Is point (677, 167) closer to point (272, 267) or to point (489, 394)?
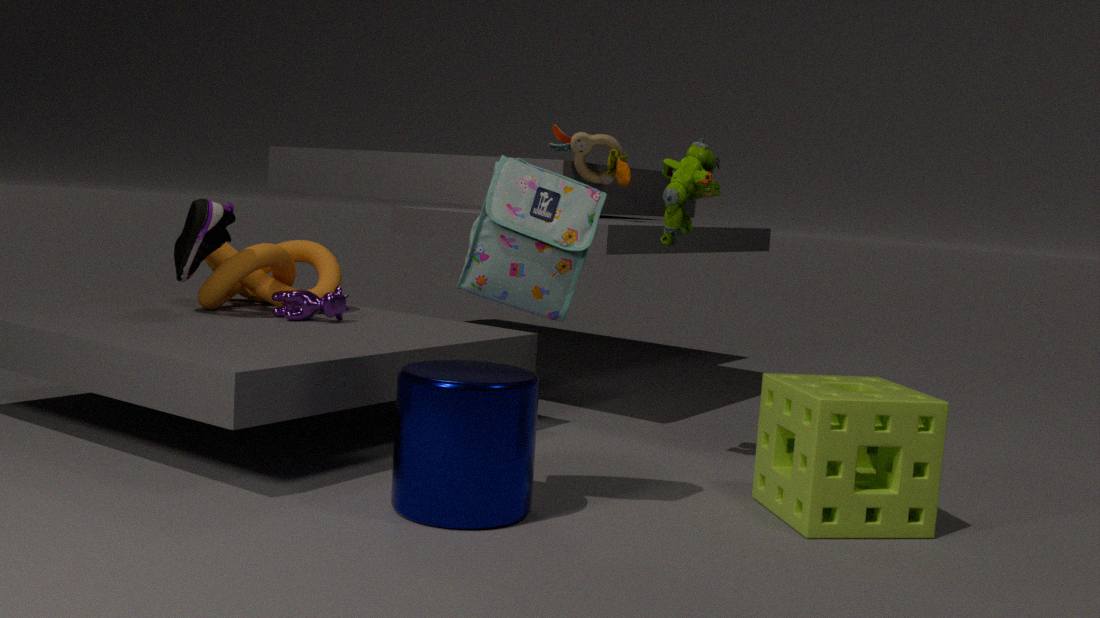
point (489, 394)
